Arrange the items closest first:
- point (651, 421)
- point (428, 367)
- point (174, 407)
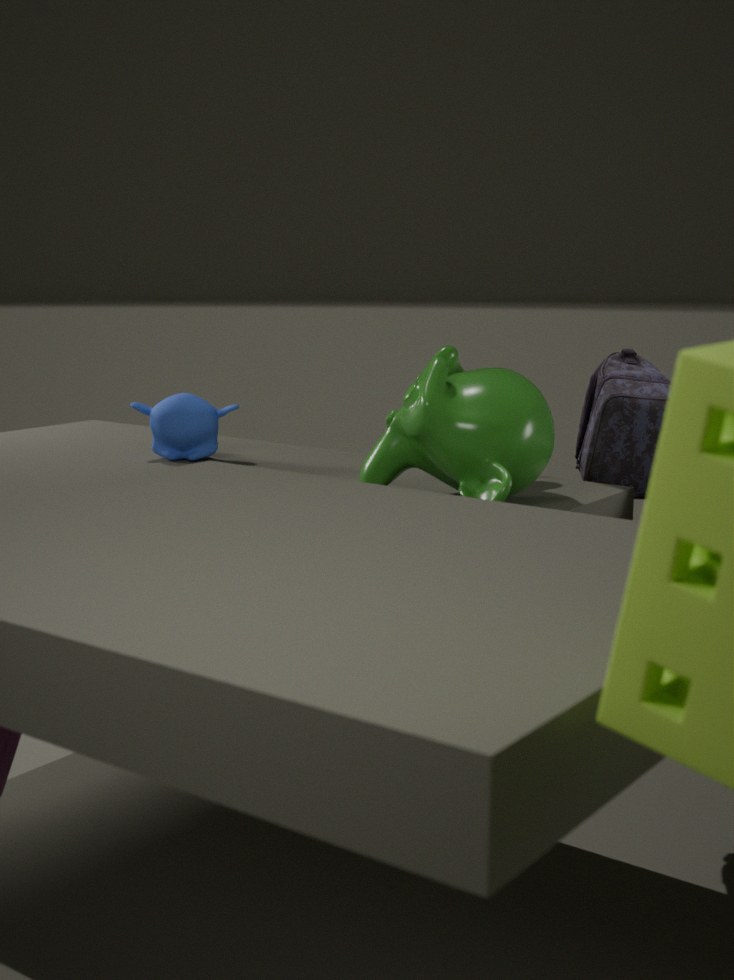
1. point (428, 367)
2. point (651, 421)
3. point (174, 407)
